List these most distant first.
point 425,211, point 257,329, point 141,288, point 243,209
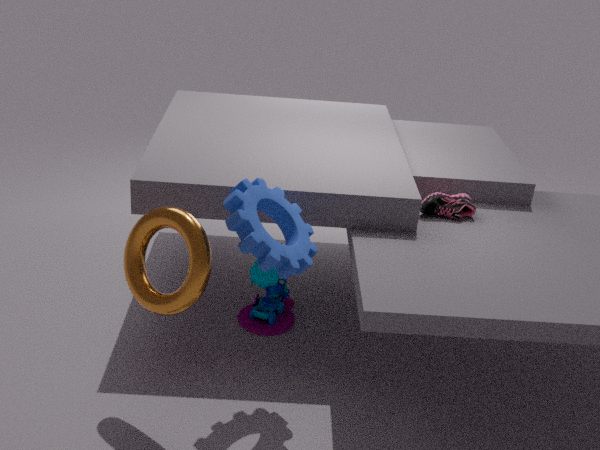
point 257,329 < point 425,211 < point 141,288 < point 243,209
